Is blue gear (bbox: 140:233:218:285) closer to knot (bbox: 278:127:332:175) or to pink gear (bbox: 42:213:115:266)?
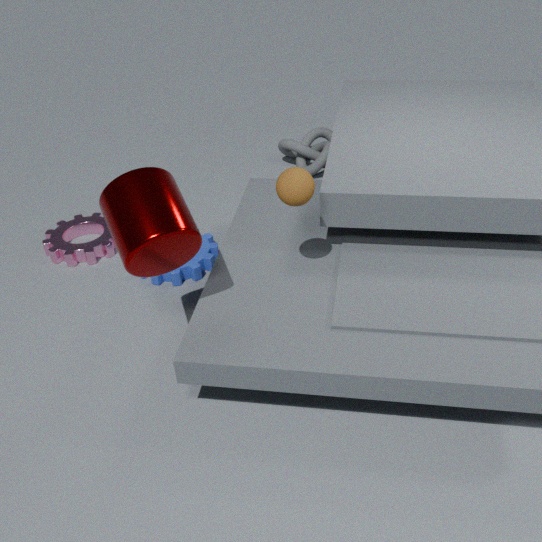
pink gear (bbox: 42:213:115:266)
